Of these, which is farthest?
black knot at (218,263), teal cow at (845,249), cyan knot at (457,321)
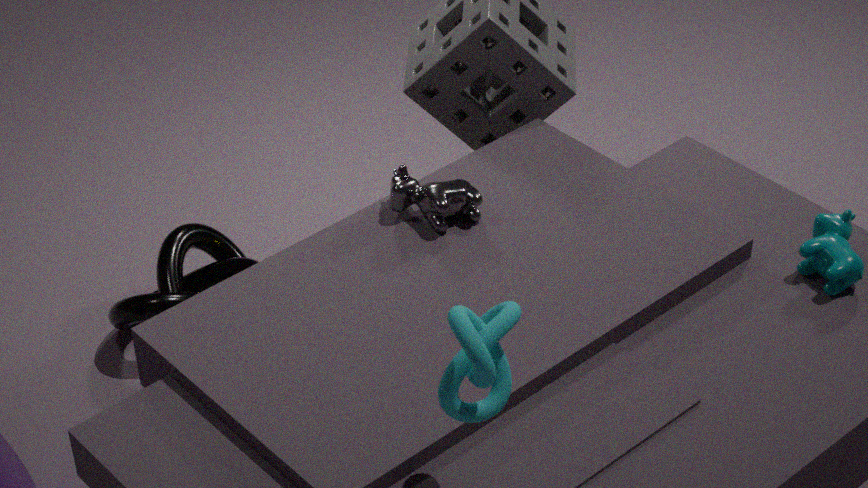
black knot at (218,263)
